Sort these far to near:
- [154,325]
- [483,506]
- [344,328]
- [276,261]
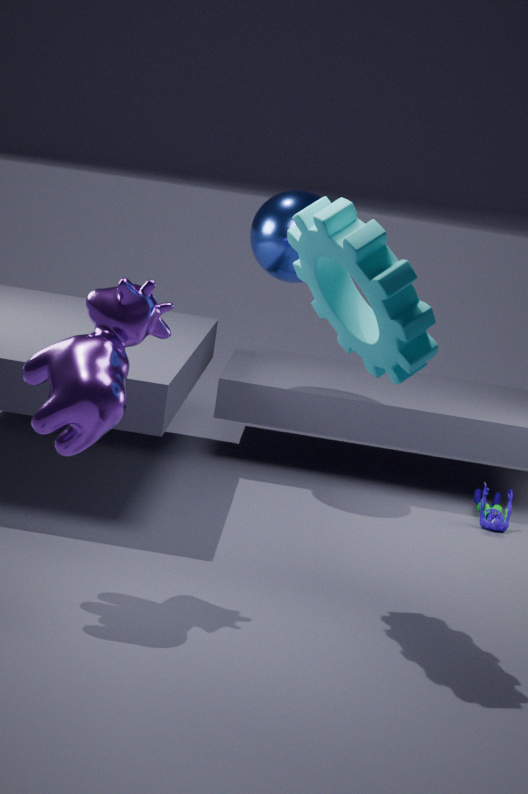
[276,261] < [483,506] < [344,328] < [154,325]
